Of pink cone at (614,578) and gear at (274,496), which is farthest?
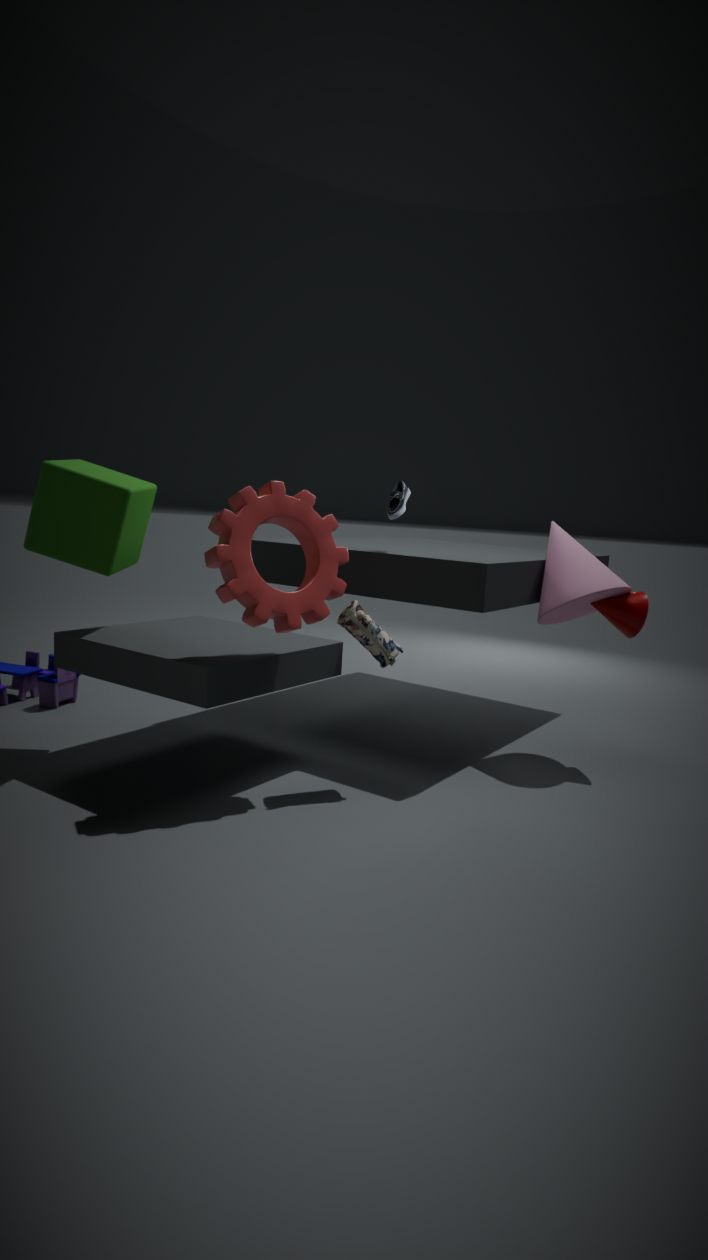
pink cone at (614,578)
